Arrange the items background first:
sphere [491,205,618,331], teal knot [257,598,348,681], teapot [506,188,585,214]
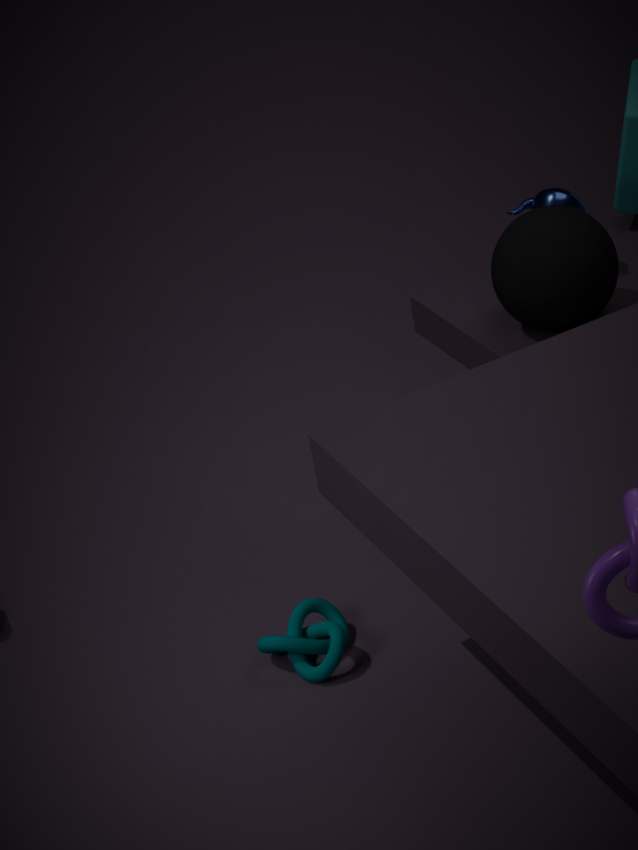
teapot [506,188,585,214] < sphere [491,205,618,331] < teal knot [257,598,348,681]
